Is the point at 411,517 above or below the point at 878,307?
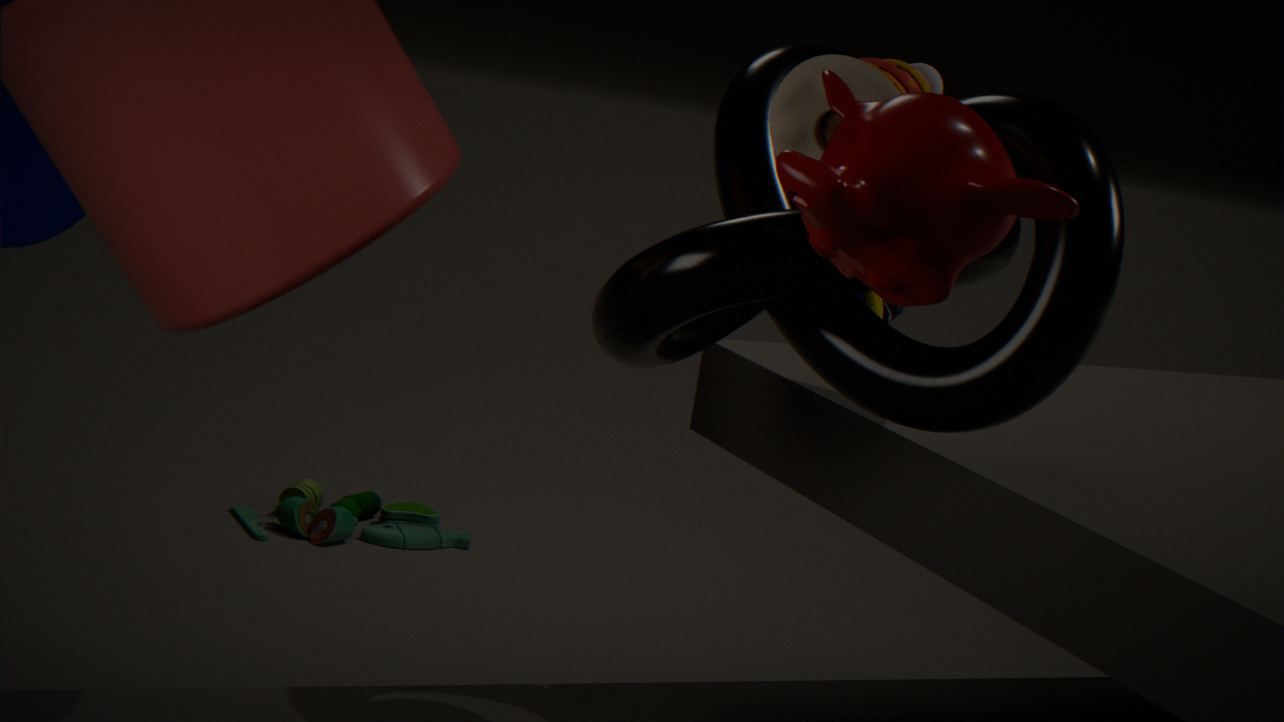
below
